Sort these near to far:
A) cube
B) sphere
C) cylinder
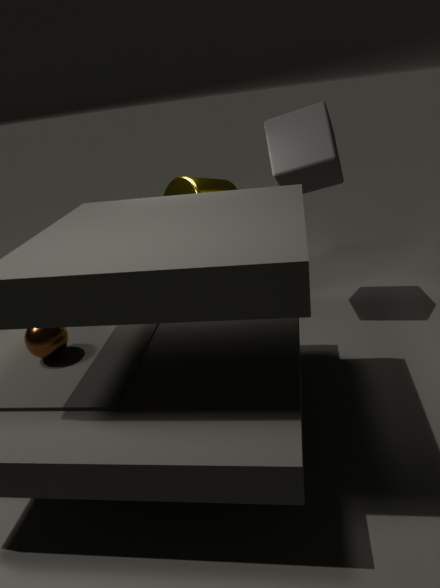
sphere → cube → cylinder
